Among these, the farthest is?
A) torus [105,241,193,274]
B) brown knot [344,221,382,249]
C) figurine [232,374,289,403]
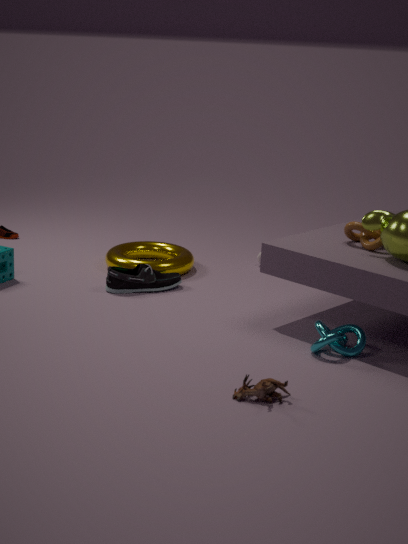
torus [105,241,193,274]
